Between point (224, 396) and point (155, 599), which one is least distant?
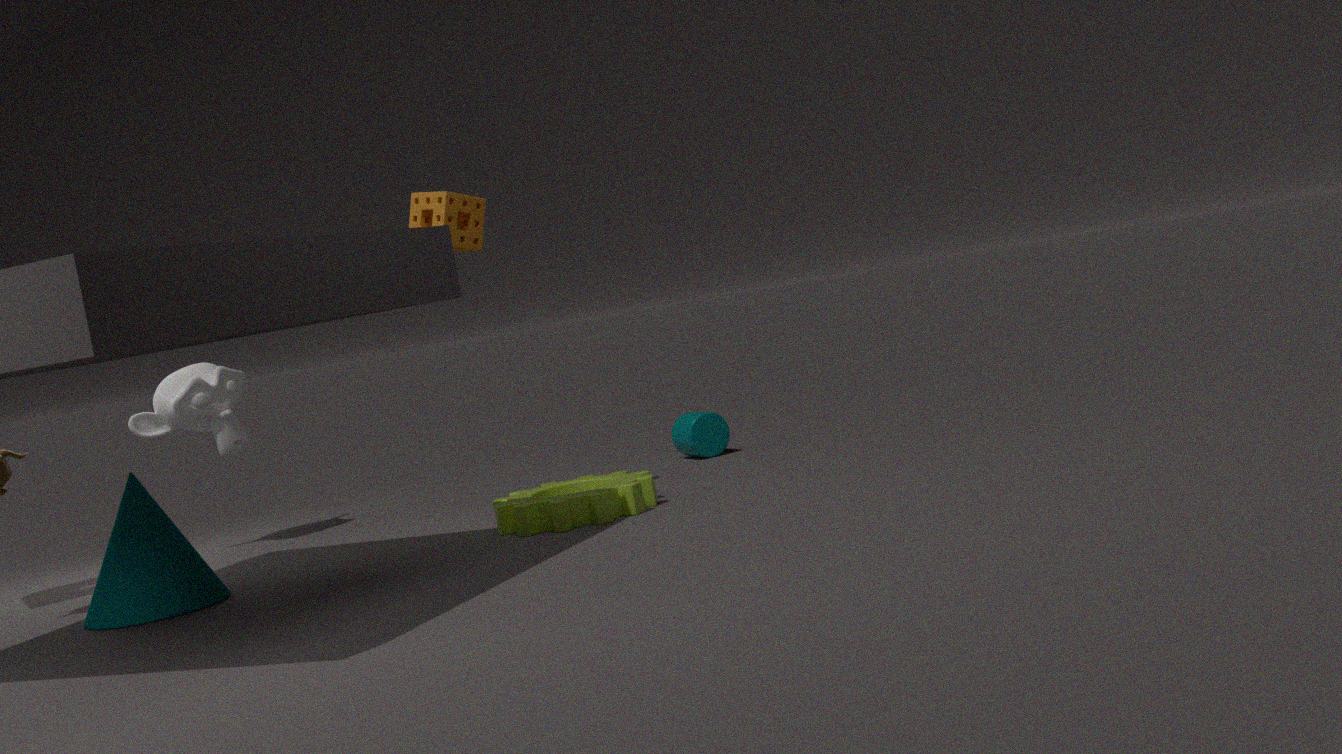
point (155, 599)
